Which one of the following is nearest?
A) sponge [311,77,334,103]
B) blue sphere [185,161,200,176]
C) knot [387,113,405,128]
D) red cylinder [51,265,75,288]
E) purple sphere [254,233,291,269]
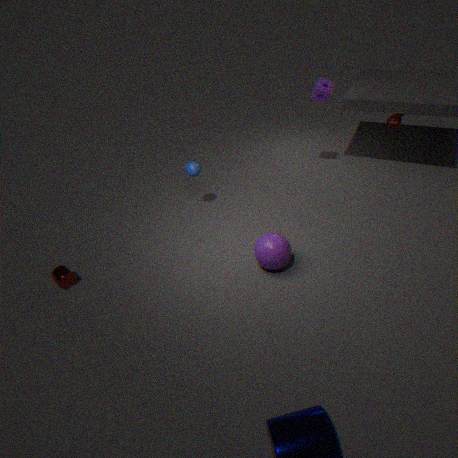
purple sphere [254,233,291,269]
